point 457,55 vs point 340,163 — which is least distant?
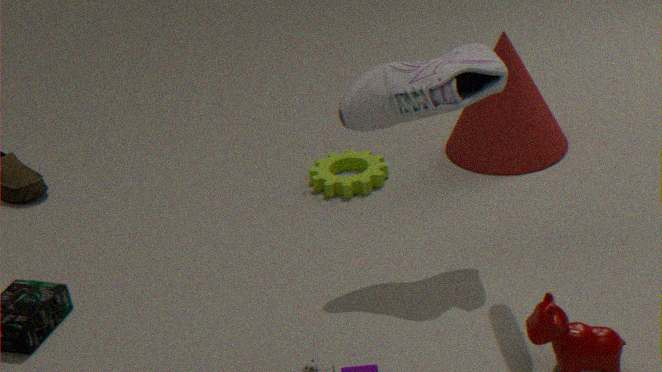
point 457,55
